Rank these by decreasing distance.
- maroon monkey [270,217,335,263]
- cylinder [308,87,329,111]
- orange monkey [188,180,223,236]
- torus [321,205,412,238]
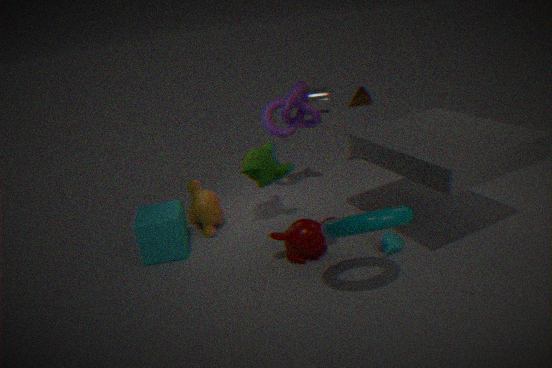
cylinder [308,87,329,111]
orange monkey [188,180,223,236]
maroon monkey [270,217,335,263]
torus [321,205,412,238]
